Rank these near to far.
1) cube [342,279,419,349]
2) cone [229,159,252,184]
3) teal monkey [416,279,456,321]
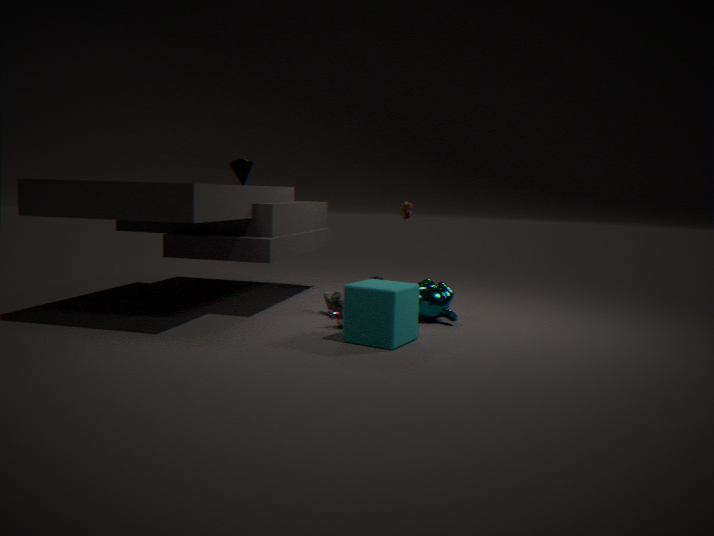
1. 1. cube [342,279,419,349]
2. 3. teal monkey [416,279,456,321]
3. 2. cone [229,159,252,184]
